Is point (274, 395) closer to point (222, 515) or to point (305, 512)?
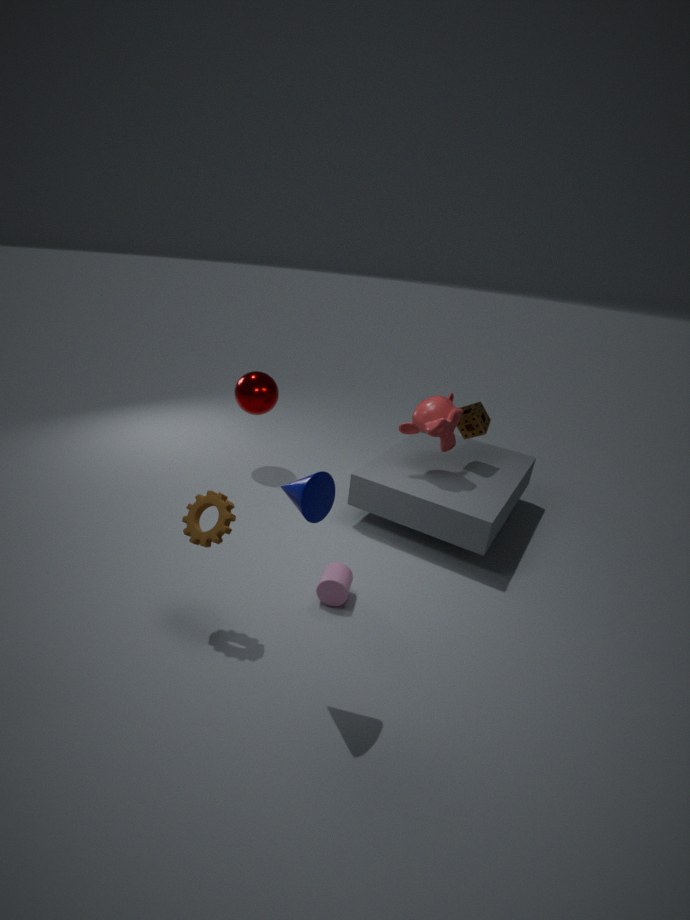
point (222, 515)
